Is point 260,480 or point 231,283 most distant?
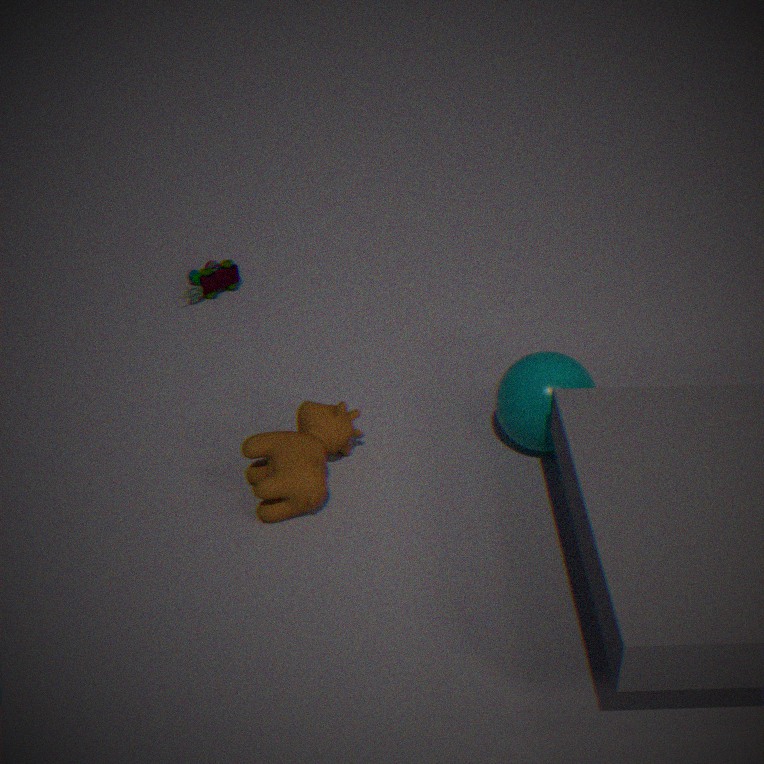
point 231,283
